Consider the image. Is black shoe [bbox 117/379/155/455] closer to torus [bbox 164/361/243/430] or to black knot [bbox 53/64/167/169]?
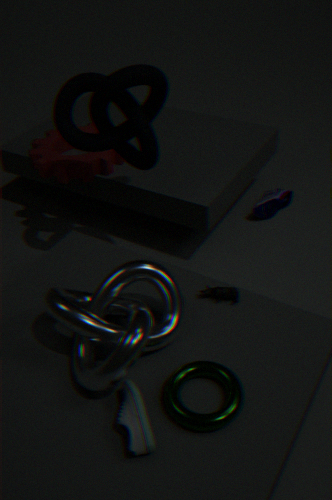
torus [bbox 164/361/243/430]
